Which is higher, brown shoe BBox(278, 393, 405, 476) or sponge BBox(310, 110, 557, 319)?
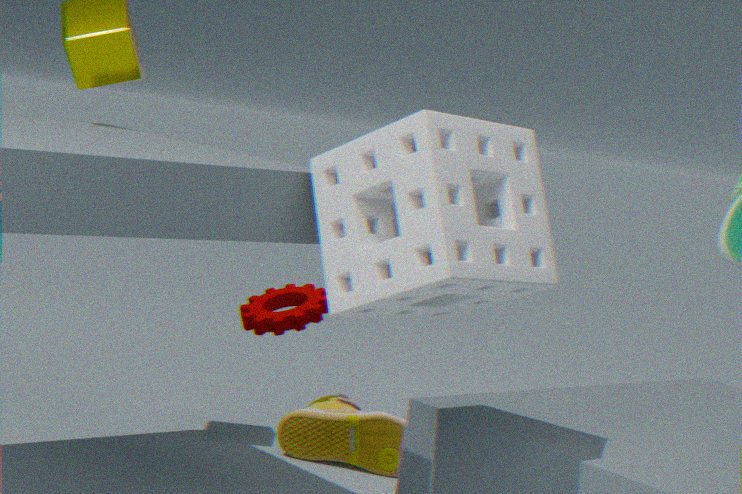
sponge BBox(310, 110, 557, 319)
